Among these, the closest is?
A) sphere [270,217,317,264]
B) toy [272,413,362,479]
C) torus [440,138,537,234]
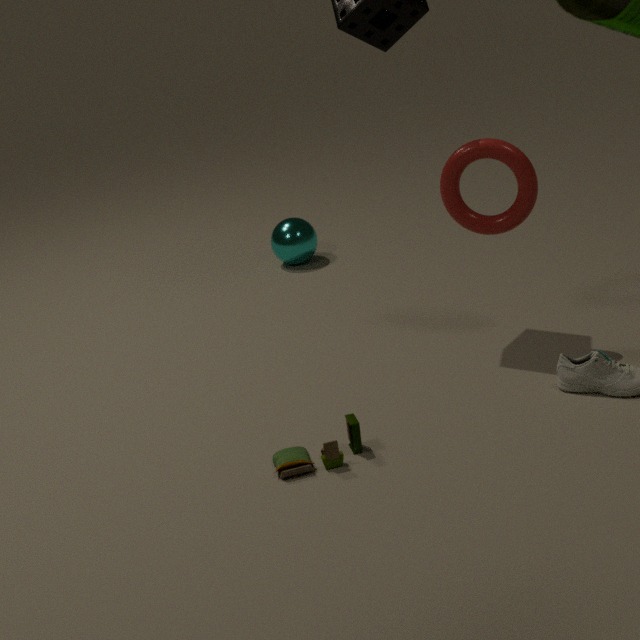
toy [272,413,362,479]
